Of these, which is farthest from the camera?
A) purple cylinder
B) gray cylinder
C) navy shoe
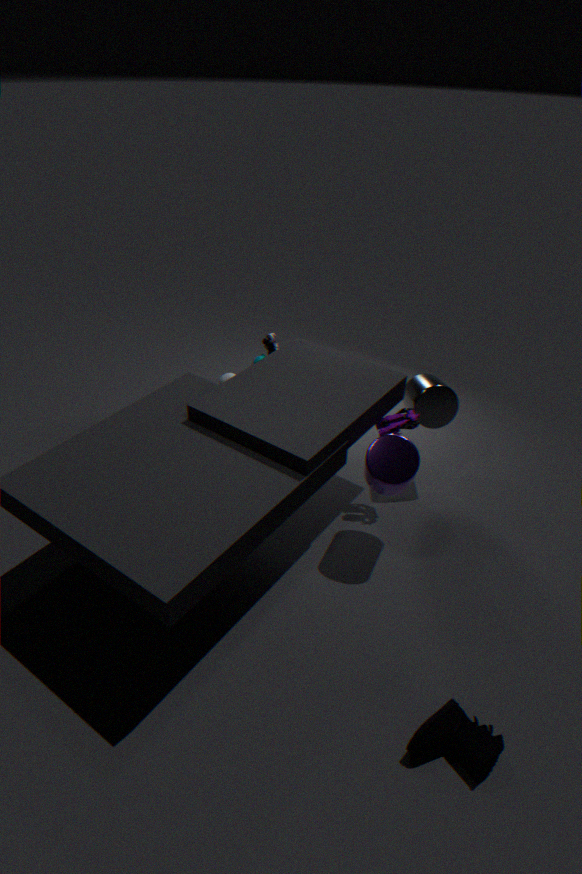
gray cylinder
